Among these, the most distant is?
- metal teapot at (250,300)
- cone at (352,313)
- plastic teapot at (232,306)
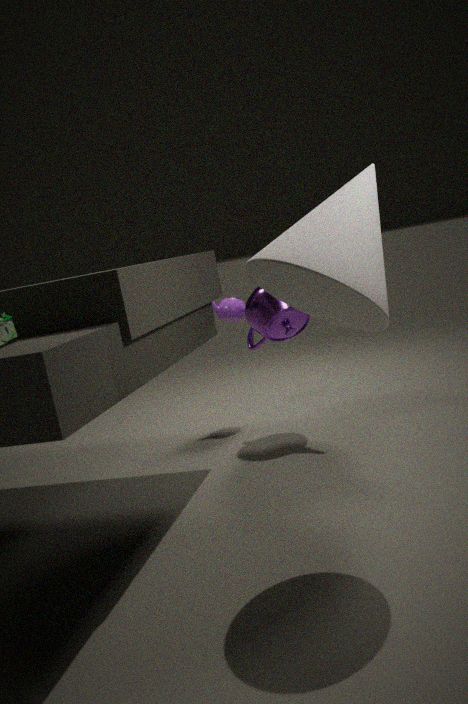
plastic teapot at (232,306)
